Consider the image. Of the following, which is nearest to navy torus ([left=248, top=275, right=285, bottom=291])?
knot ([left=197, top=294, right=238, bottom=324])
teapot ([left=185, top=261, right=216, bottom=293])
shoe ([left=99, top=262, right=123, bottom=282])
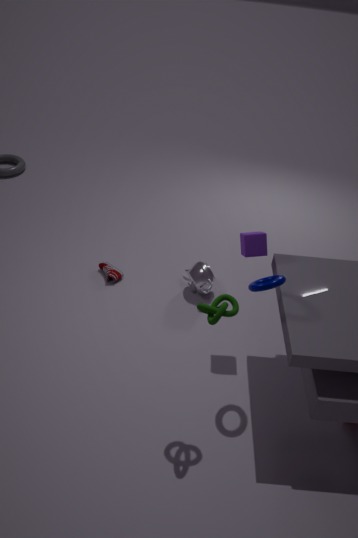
knot ([left=197, top=294, right=238, bottom=324])
